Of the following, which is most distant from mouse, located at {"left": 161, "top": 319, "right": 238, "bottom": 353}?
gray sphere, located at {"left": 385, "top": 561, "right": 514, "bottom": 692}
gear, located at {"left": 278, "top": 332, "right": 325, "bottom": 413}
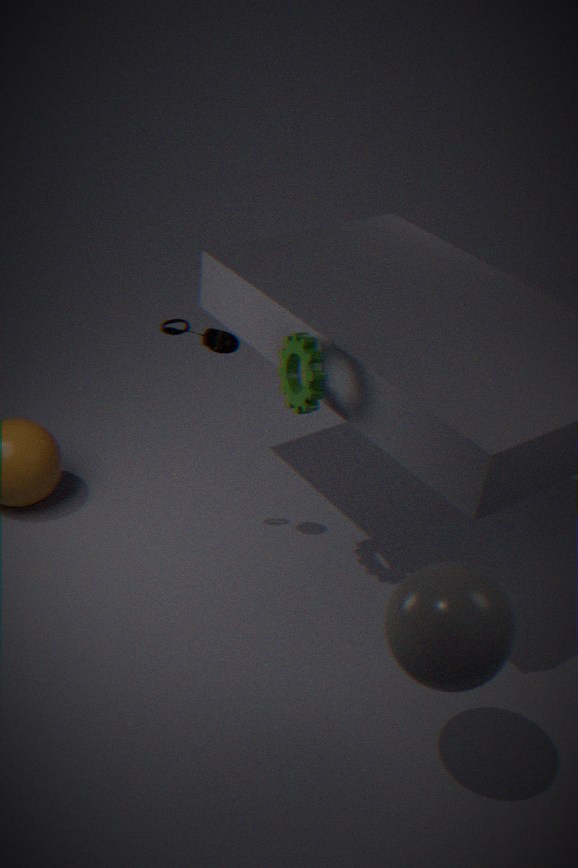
gray sphere, located at {"left": 385, "top": 561, "right": 514, "bottom": 692}
